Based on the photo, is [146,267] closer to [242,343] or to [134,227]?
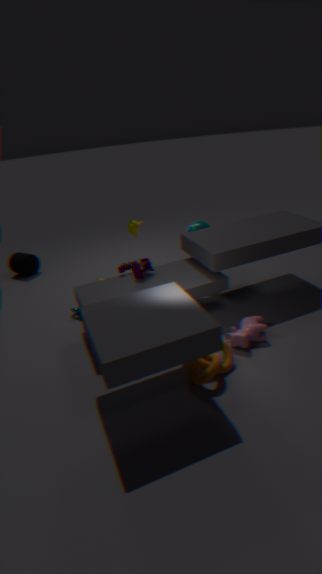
[134,227]
